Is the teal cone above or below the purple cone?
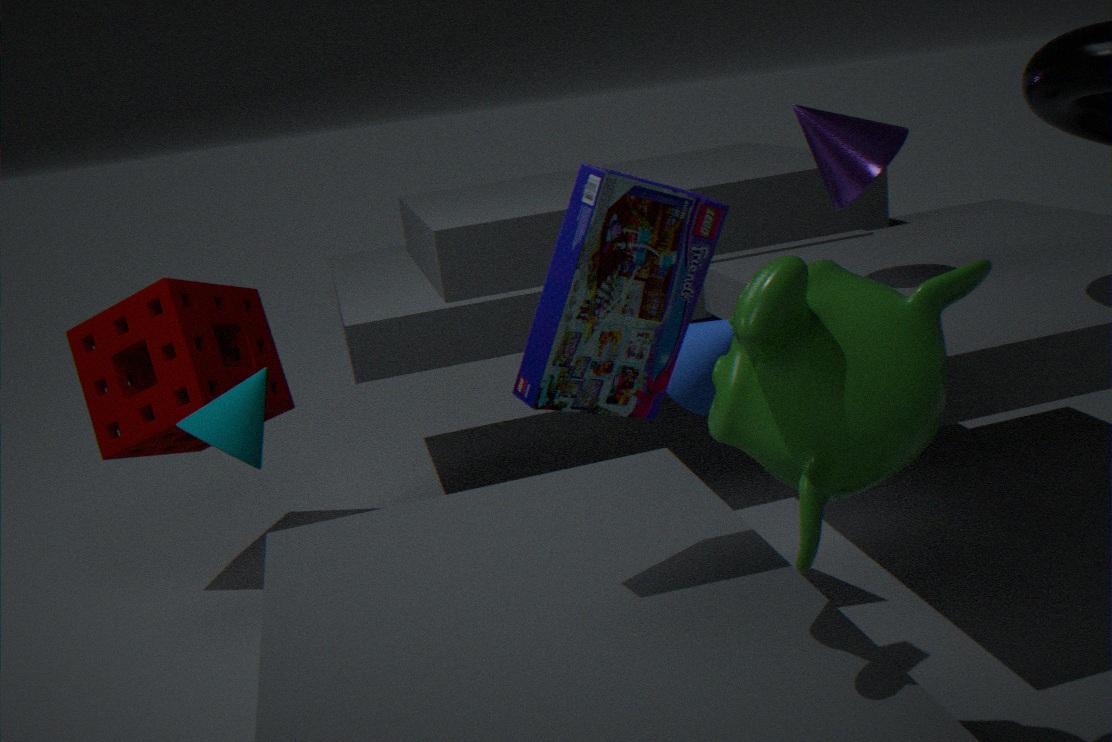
below
